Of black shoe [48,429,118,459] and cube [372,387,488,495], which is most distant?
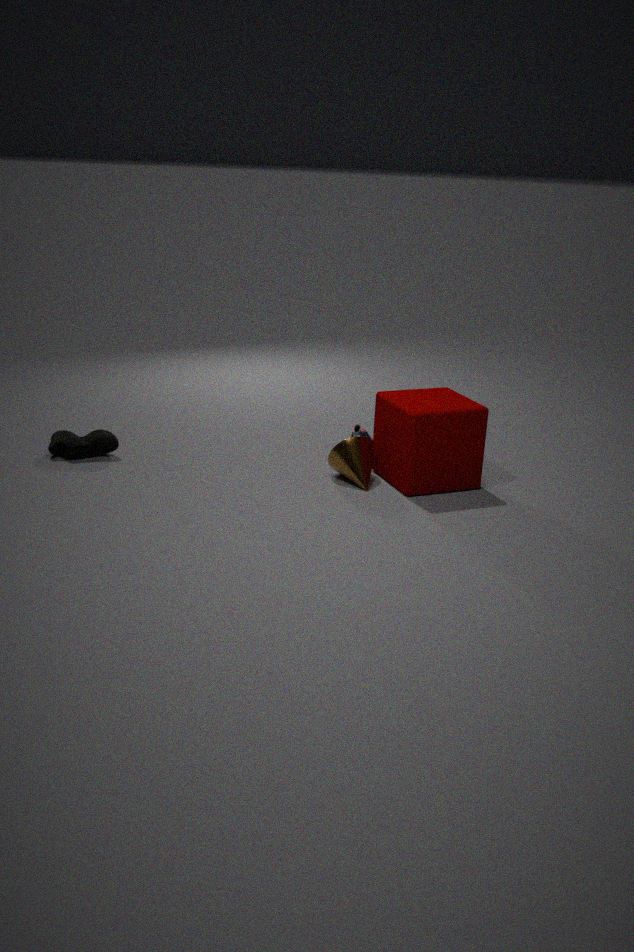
black shoe [48,429,118,459]
